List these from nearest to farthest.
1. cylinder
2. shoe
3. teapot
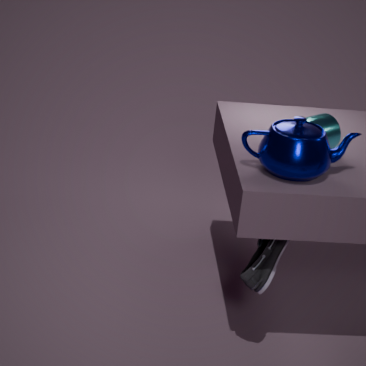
teapot
shoe
cylinder
